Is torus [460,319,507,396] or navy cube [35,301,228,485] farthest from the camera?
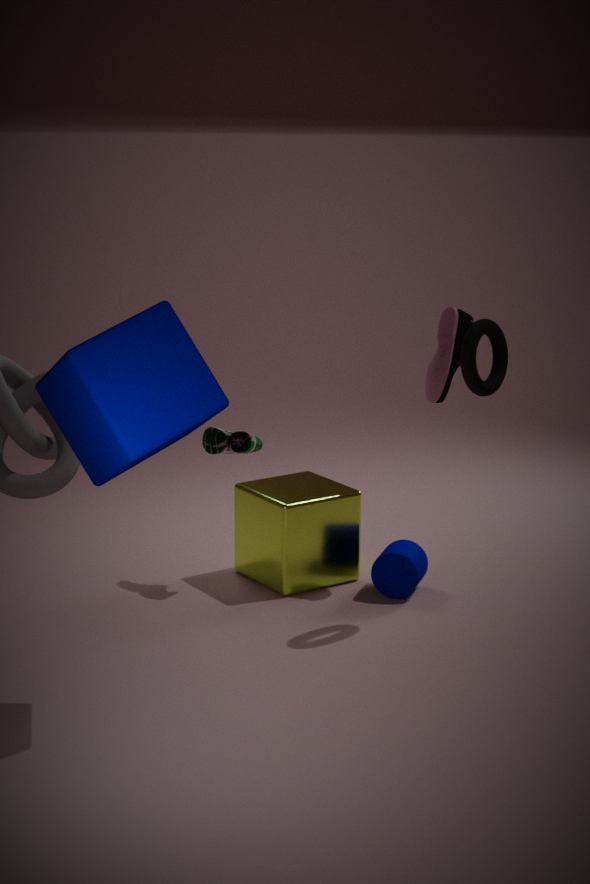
torus [460,319,507,396]
